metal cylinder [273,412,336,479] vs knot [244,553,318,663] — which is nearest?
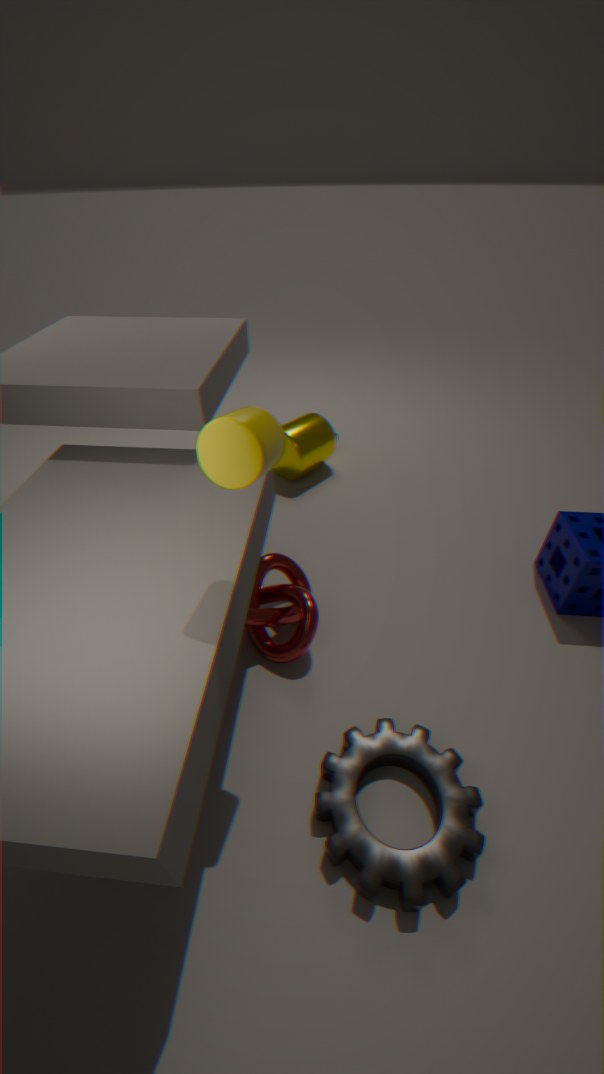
knot [244,553,318,663]
